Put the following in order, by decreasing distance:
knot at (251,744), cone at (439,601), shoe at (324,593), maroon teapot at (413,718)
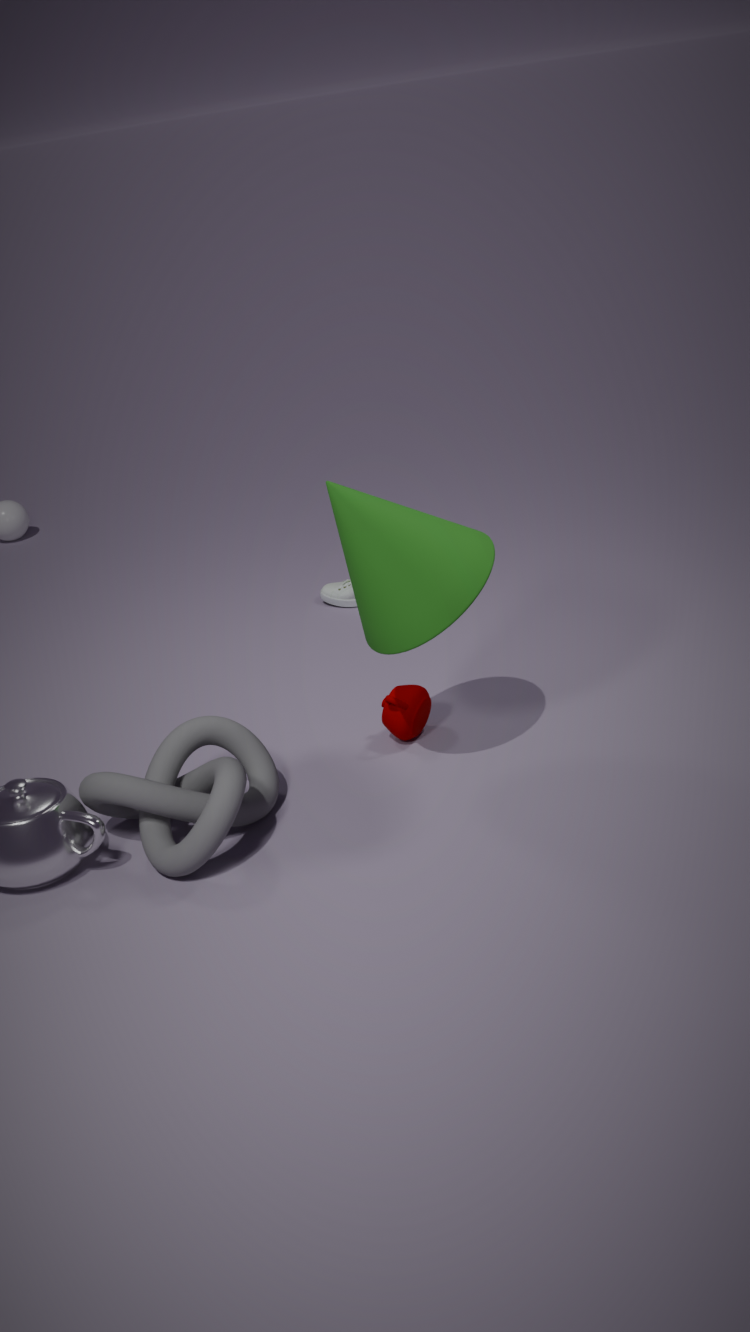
shoe at (324,593)
maroon teapot at (413,718)
cone at (439,601)
knot at (251,744)
